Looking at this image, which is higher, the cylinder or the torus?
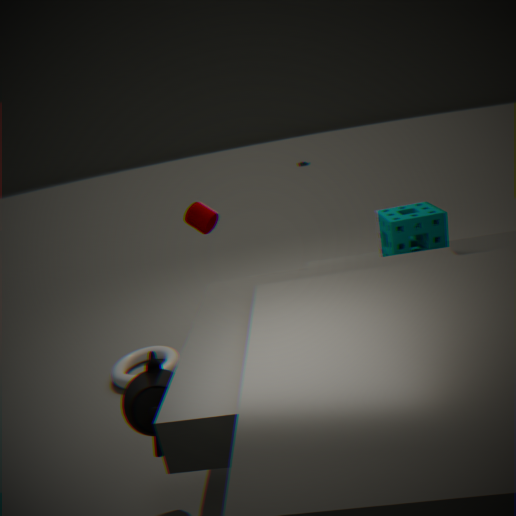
the cylinder
